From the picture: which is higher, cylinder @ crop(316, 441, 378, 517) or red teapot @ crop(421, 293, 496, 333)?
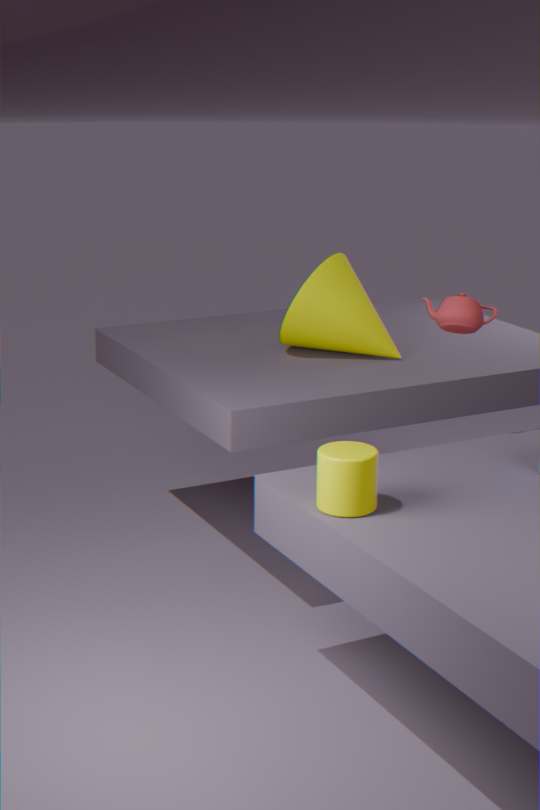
red teapot @ crop(421, 293, 496, 333)
